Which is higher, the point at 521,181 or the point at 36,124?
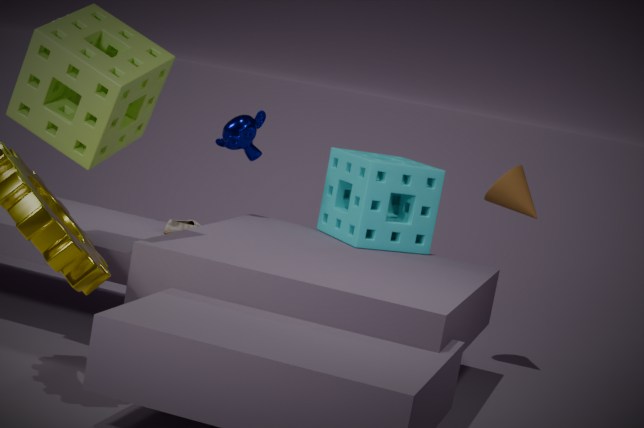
the point at 36,124
